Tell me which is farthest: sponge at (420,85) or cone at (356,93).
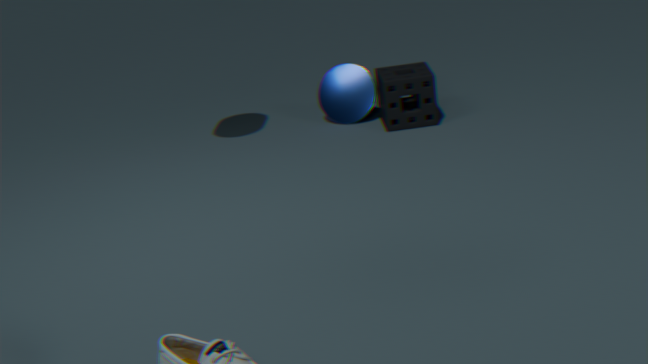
cone at (356,93)
